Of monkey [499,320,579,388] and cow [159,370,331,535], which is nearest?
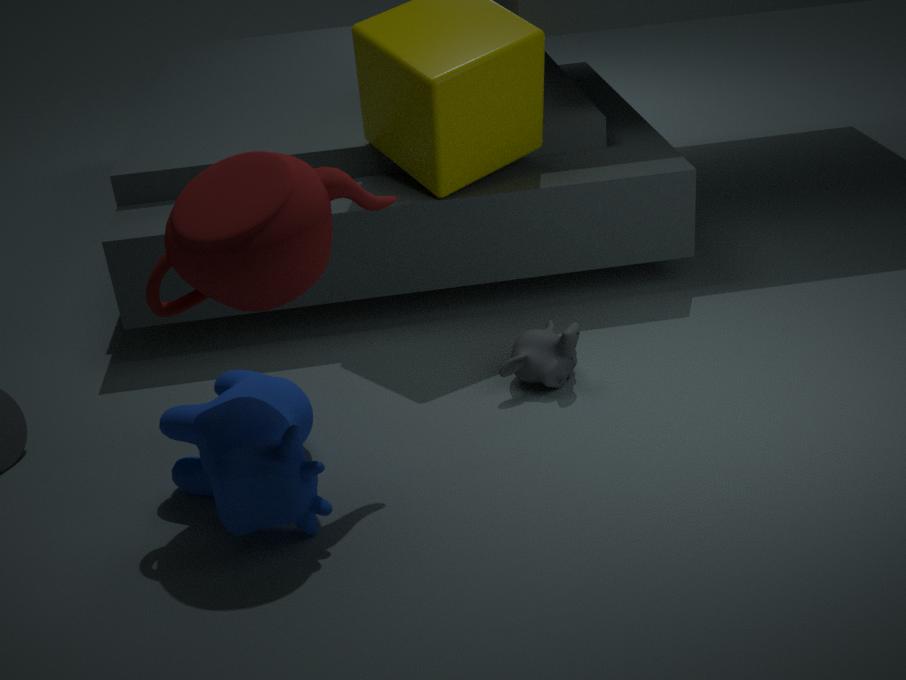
cow [159,370,331,535]
